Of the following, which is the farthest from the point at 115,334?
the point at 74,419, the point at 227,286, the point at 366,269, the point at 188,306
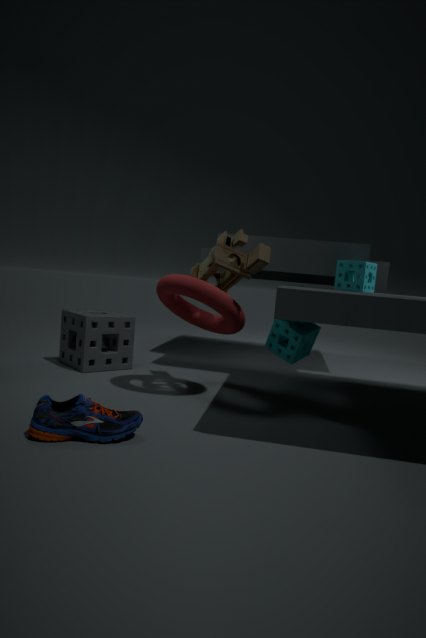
the point at 366,269
